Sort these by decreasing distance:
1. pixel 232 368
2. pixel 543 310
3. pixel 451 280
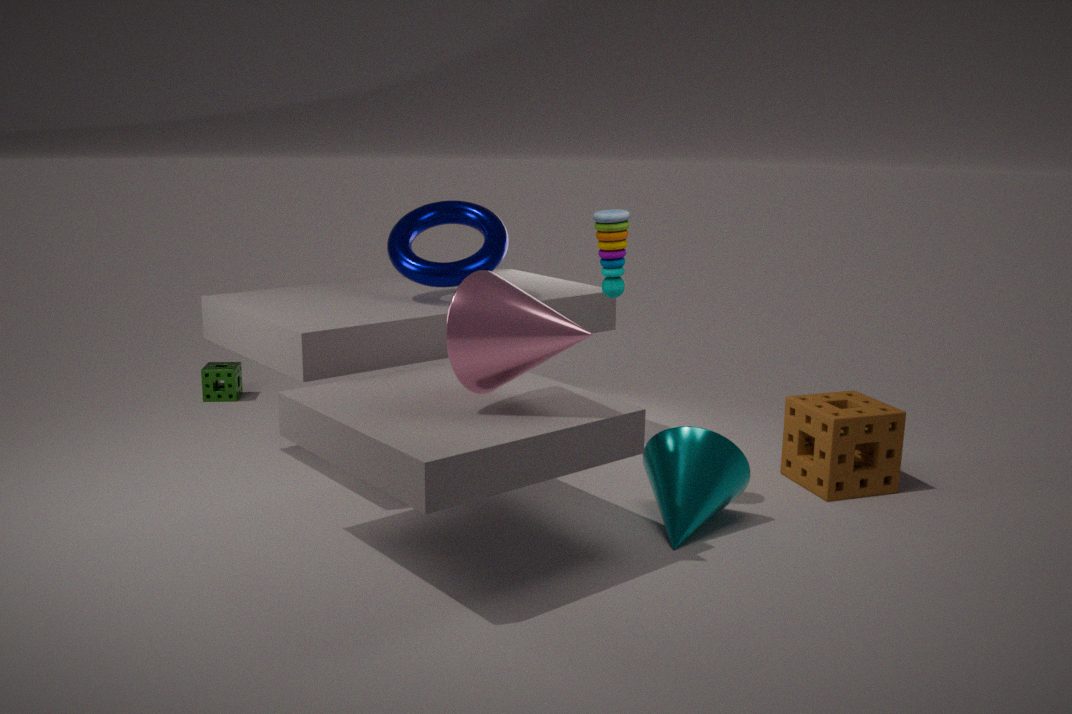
pixel 232 368 < pixel 451 280 < pixel 543 310
